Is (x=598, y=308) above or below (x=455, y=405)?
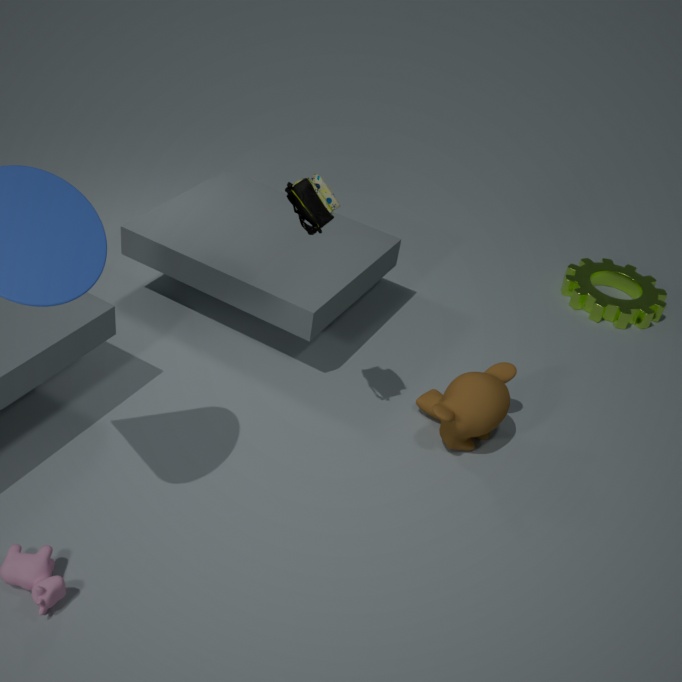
below
